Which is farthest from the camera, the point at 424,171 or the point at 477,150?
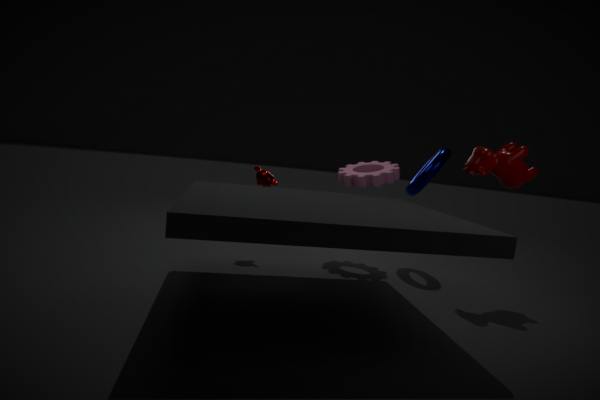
the point at 424,171
